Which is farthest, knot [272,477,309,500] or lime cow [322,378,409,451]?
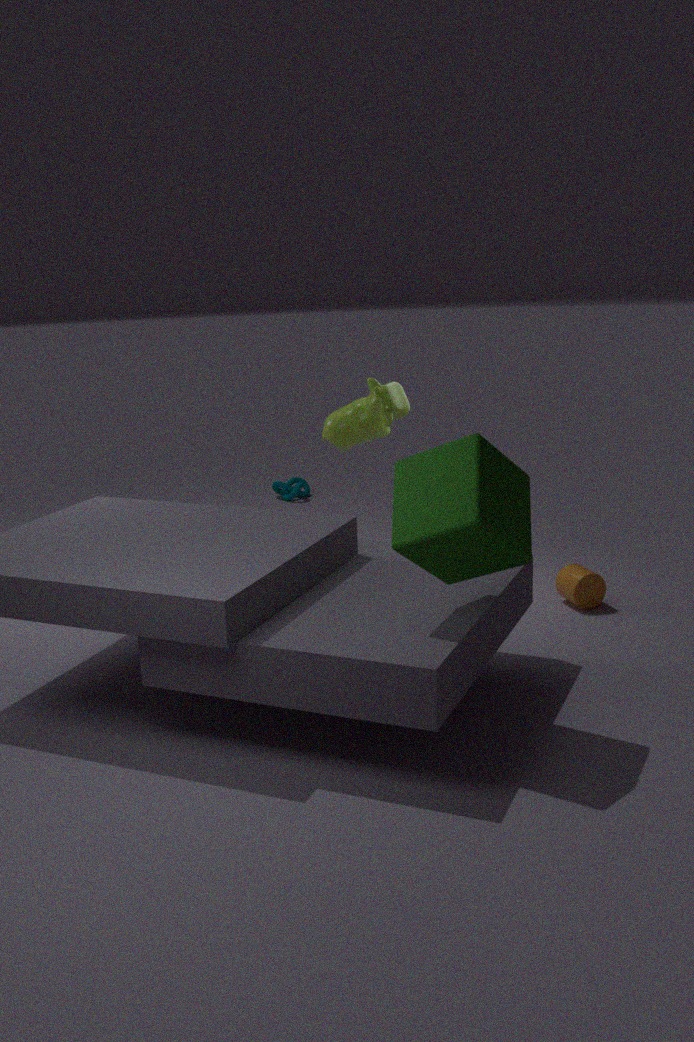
knot [272,477,309,500]
